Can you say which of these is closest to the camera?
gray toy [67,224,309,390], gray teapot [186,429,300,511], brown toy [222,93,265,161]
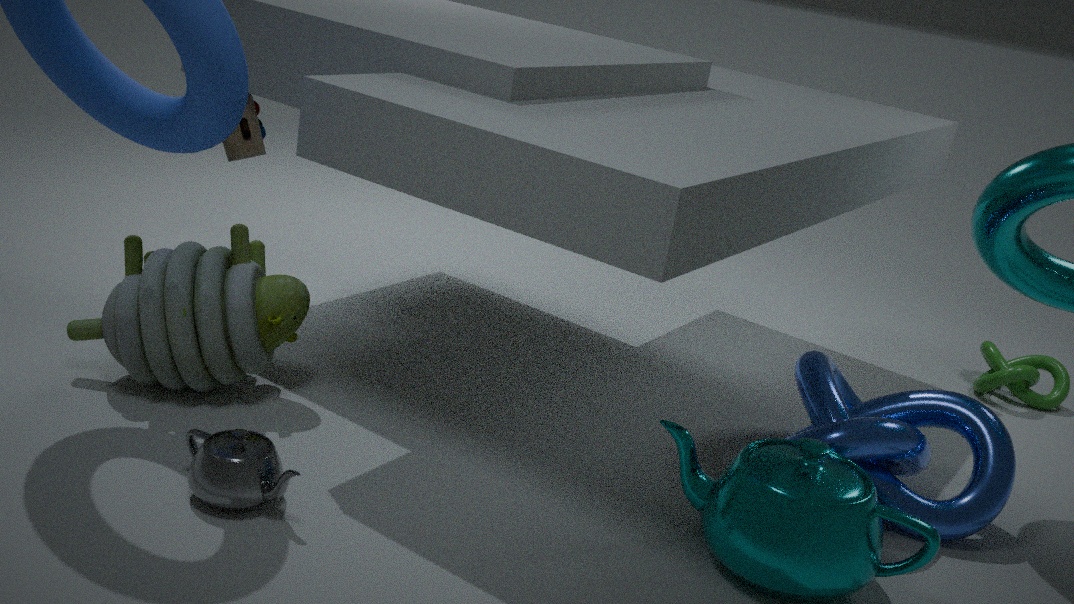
gray teapot [186,429,300,511]
